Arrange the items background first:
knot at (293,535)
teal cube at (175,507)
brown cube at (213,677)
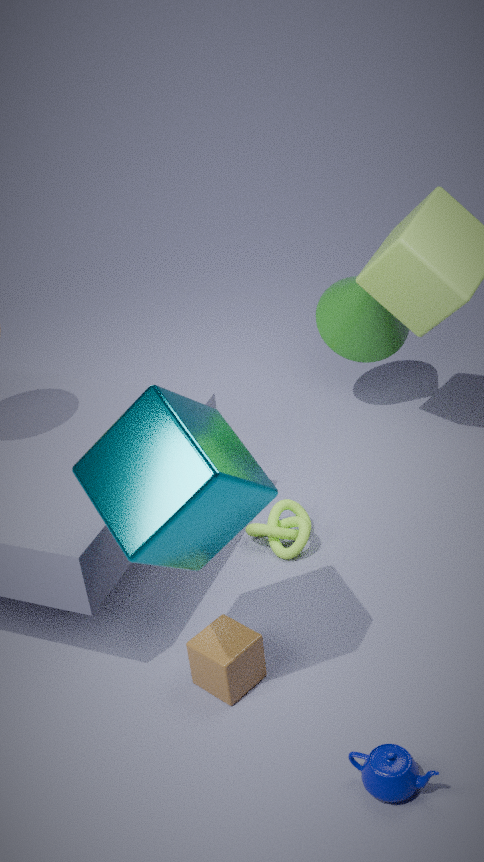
knot at (293,535) < brown cube at (213,677) < teal cube at (175,507)
